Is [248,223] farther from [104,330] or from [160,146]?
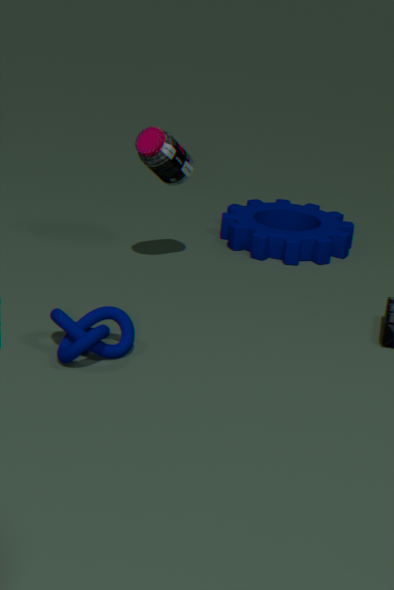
[104,330]
